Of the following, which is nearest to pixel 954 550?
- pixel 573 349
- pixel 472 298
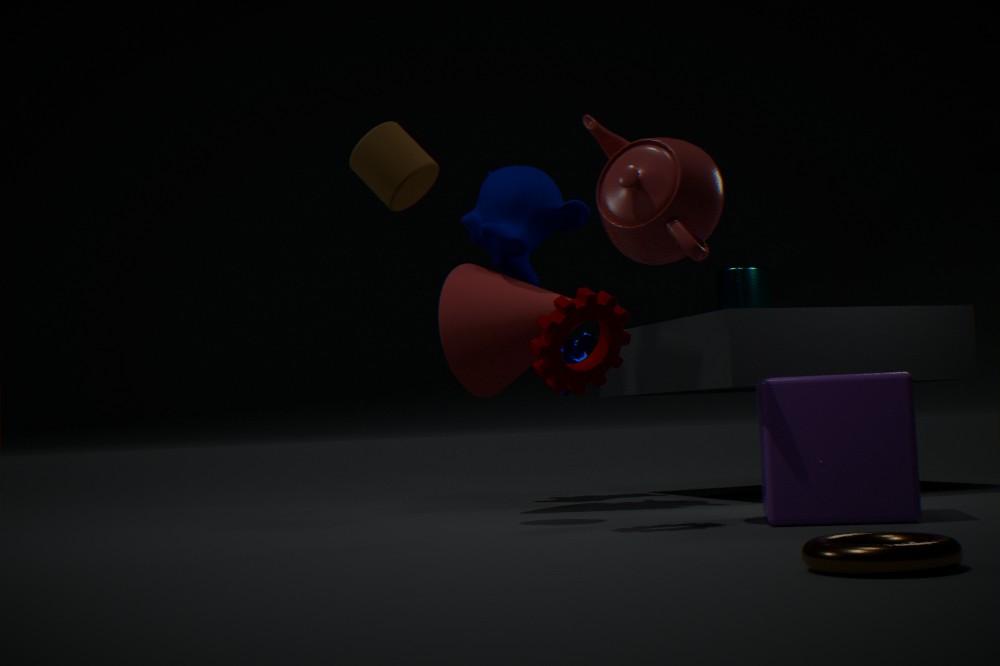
pixel 472 298
